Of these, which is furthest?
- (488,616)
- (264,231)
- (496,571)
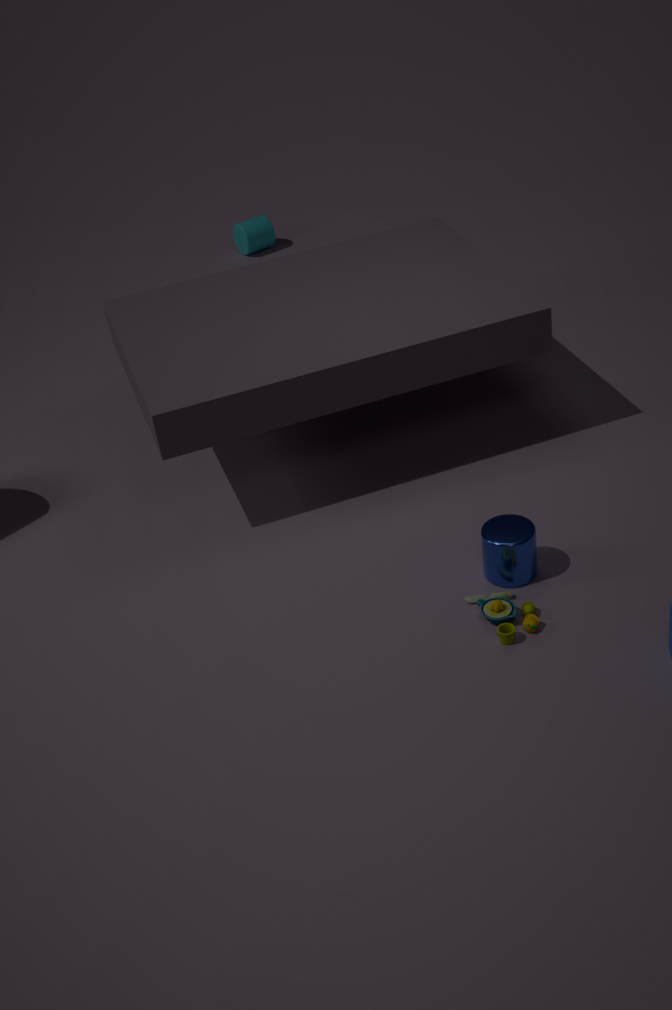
(264,231)
